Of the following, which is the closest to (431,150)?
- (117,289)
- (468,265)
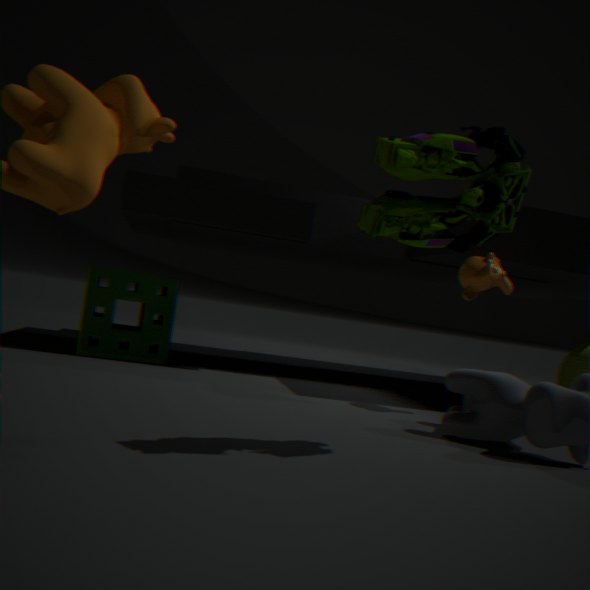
(468,265)
